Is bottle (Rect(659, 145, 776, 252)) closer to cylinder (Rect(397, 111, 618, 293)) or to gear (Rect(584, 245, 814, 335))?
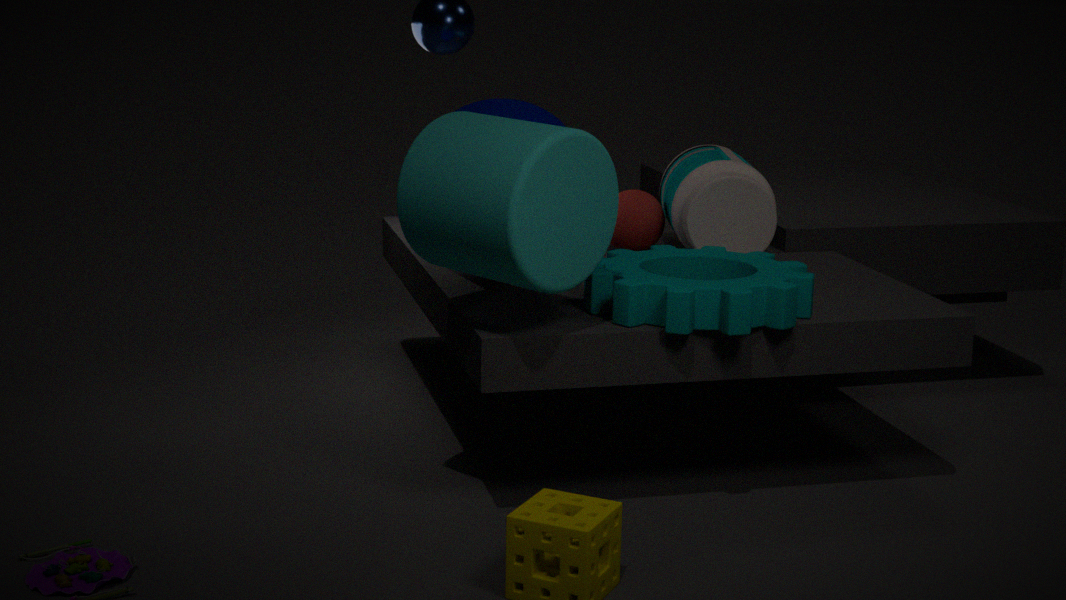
gear (Rect(584, 245, 814, 335))
